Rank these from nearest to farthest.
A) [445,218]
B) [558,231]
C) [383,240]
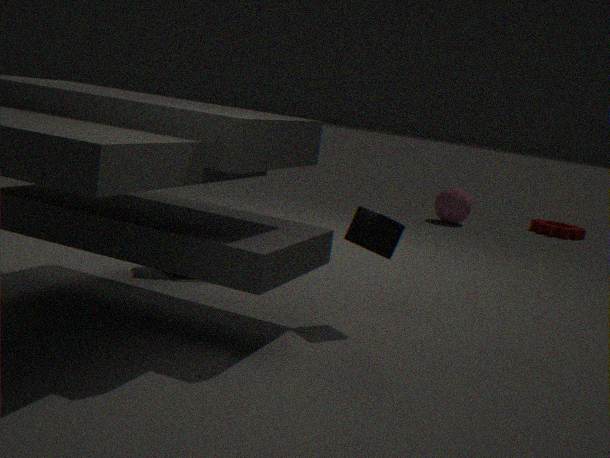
[383,240] → [445,218] → [558,231]
